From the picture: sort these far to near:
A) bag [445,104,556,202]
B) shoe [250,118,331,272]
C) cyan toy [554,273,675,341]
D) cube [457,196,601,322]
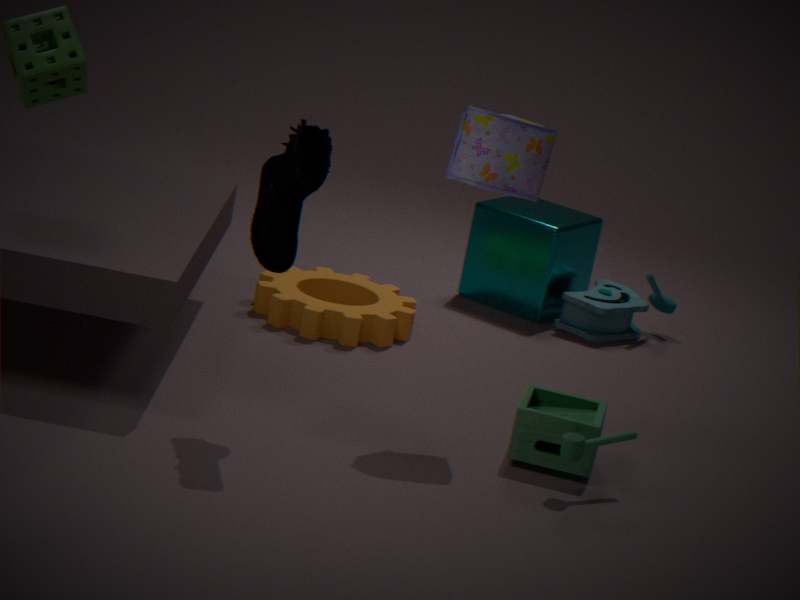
cube [457,196,601,322] < cyan toy [554,273,675,341] < bag [445,104,556,202] < shoe [250,118,331,272]
